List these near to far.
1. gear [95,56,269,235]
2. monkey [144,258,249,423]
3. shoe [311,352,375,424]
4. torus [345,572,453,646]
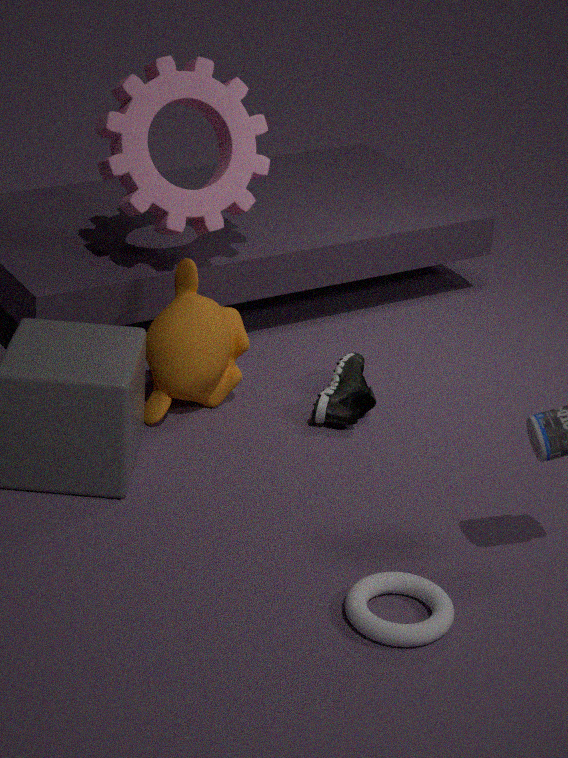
torus [345,572,453,646]
monkey [144,258,249,423]
shoe [311,352,375,424]
gear [95,56,269,235]
